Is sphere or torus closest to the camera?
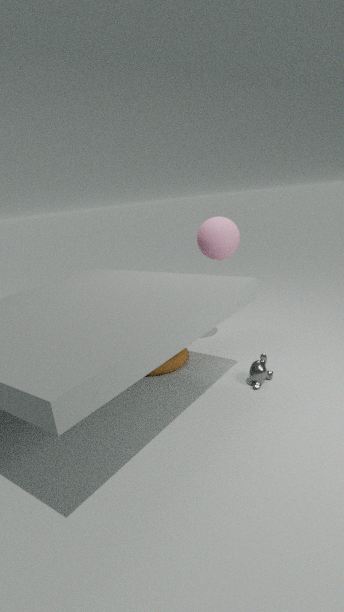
torus
